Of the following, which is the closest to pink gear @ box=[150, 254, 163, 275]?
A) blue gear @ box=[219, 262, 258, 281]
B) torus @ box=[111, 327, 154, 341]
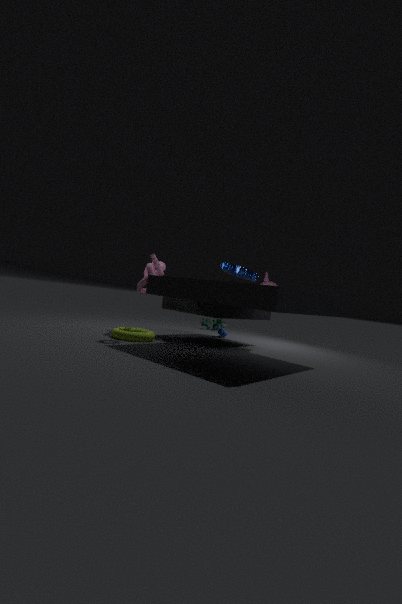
torus @ box=[111, 327, 154, 341]
